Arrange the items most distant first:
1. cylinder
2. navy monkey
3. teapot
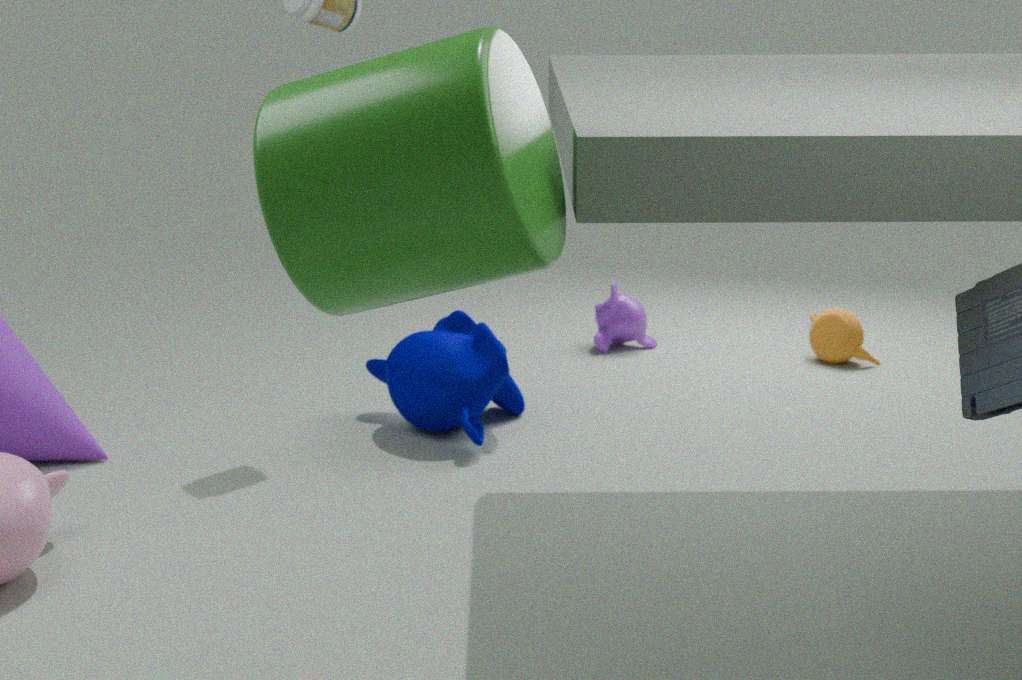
teapot, navy monkey, cylinder
